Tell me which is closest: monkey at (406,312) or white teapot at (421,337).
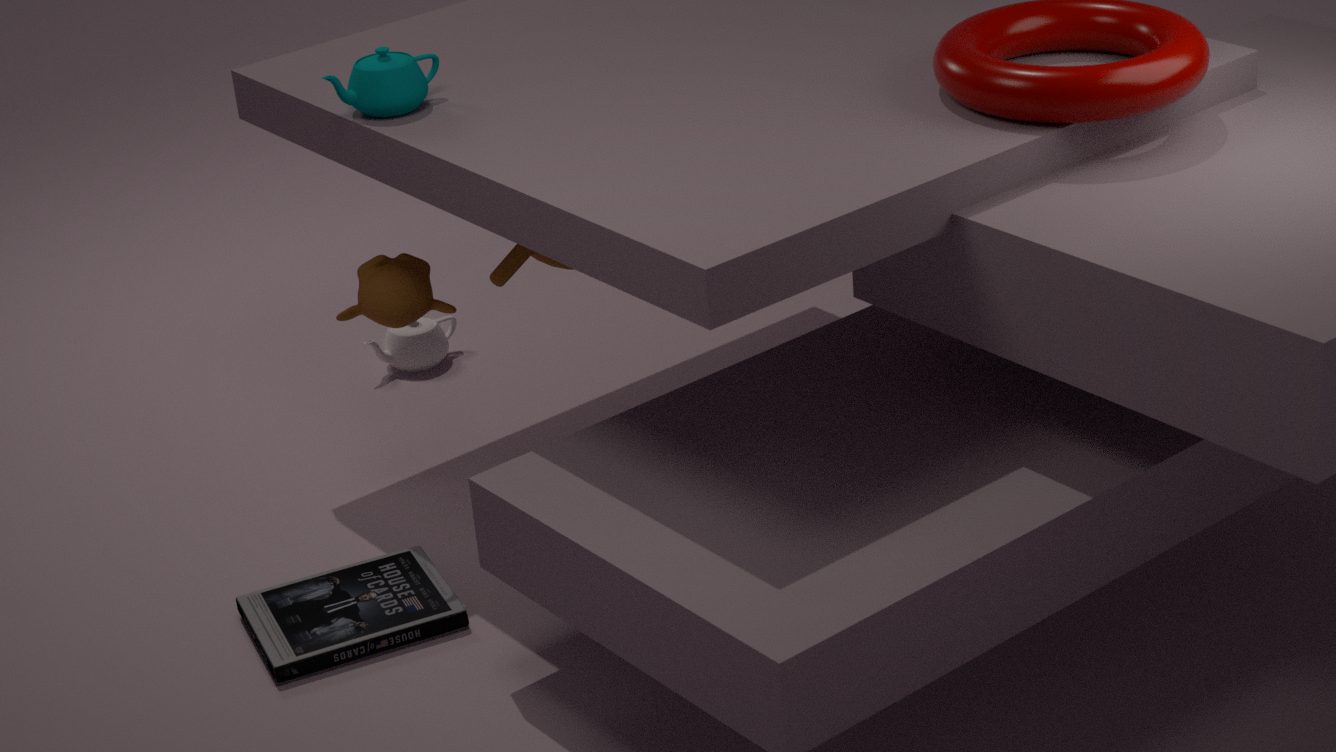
monkey at (406,312)
